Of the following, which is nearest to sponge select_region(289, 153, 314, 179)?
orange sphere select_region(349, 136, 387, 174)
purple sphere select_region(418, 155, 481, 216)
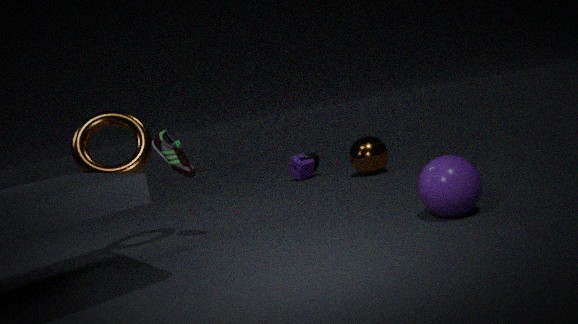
orange sphere select_region(349, 136, 387, 174)
